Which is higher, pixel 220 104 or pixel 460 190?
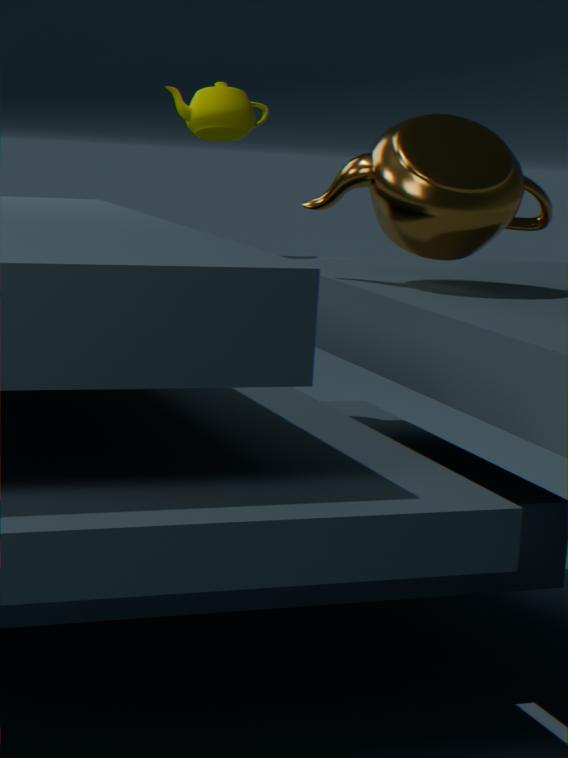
pixel 220 104
